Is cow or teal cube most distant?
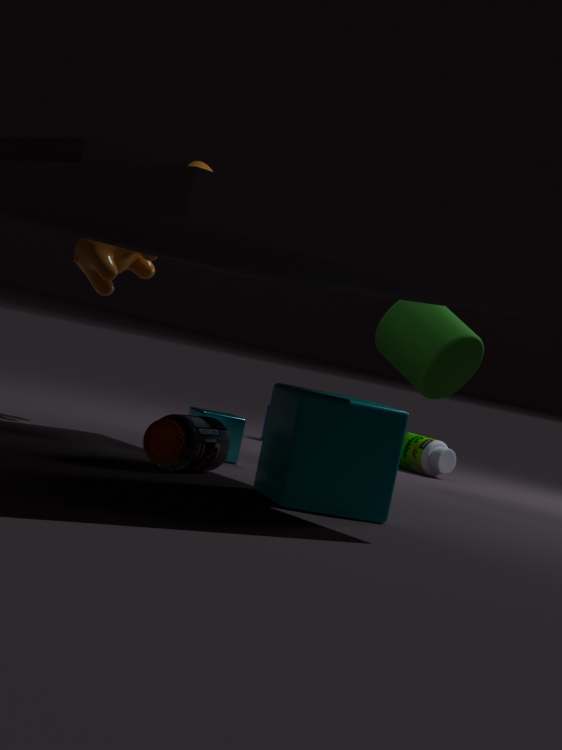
cow
